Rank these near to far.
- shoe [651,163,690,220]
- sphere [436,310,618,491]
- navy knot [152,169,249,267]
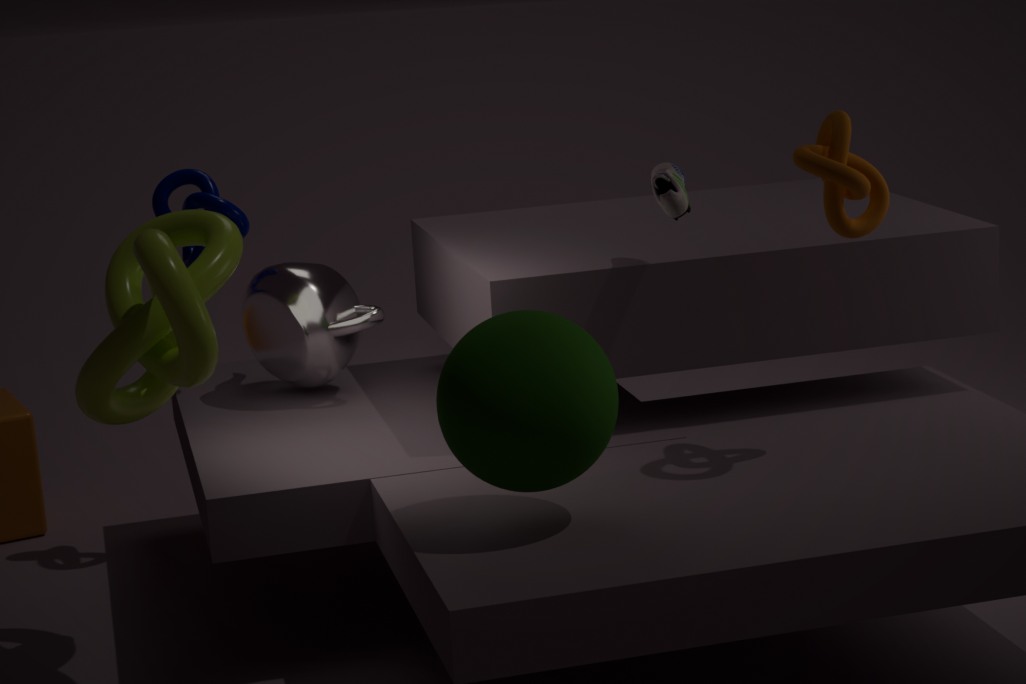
sphere [436,310,618,491] < shoe [651,163,690,220] < navy knot [152,169,249,267]
